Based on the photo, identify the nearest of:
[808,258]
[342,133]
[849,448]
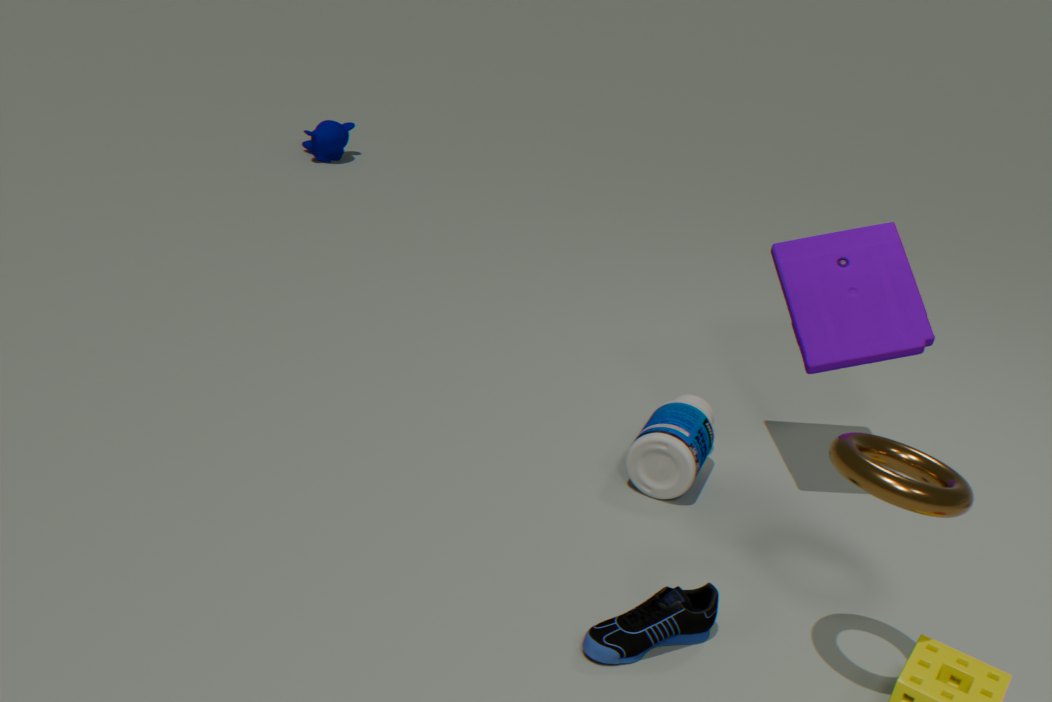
[849,448]
